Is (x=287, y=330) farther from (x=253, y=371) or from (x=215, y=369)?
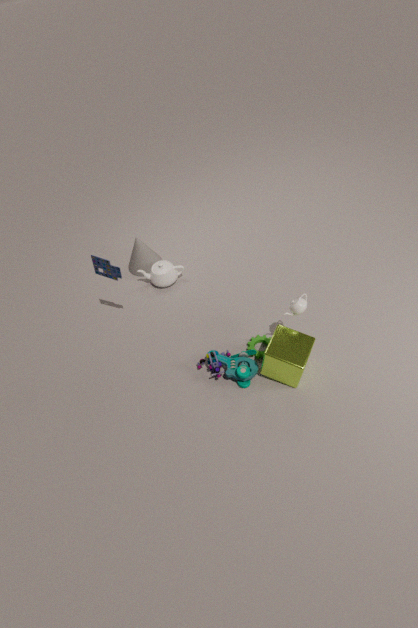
(x=215, y=369)
